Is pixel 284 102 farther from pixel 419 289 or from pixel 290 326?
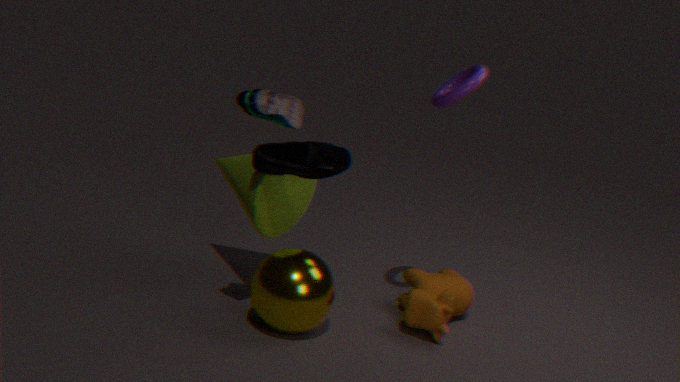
pixel 419 289
